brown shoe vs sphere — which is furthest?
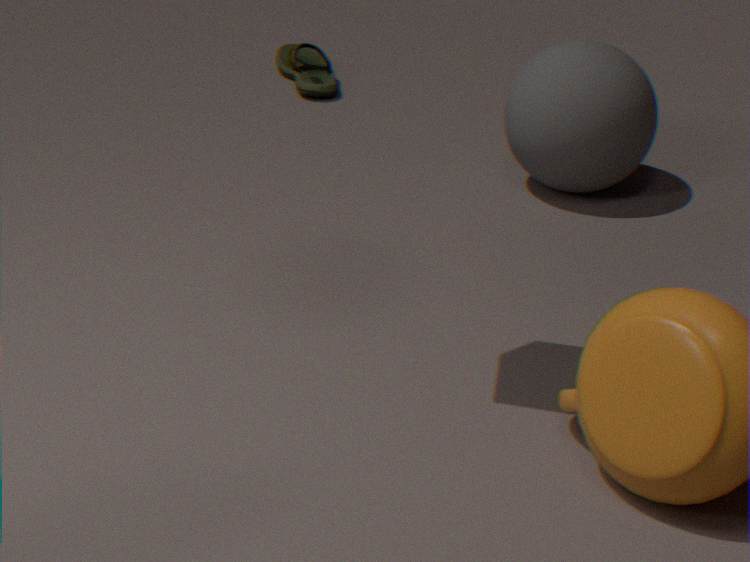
brown shoe
